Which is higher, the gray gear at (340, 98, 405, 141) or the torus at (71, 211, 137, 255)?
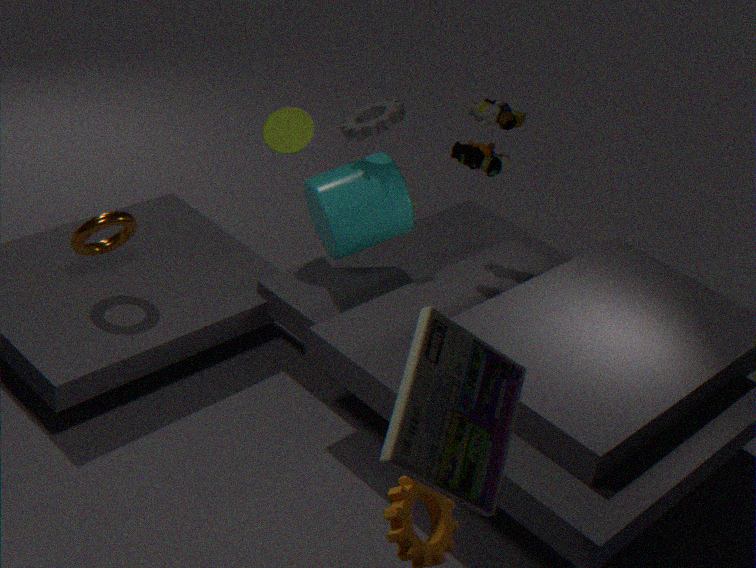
the gray gear at (340, 98, 405, 141)
